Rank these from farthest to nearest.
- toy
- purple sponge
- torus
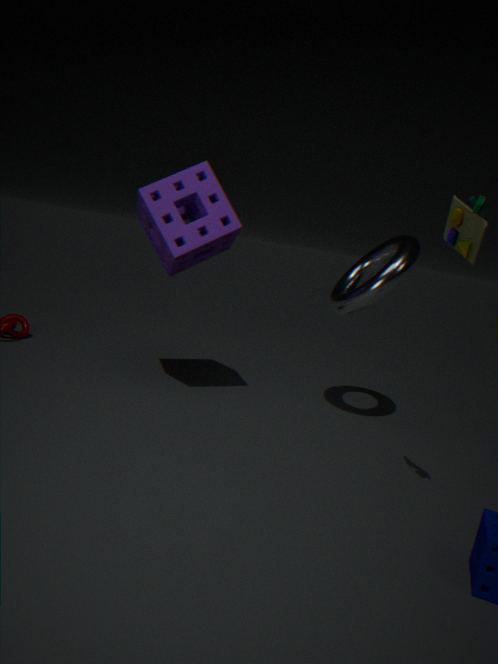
torus → purple sponge → toy
